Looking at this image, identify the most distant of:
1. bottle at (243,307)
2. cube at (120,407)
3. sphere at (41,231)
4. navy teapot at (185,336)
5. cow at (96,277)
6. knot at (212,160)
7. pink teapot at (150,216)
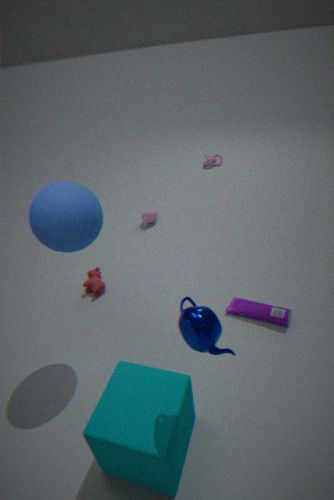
knot at (212,160)
